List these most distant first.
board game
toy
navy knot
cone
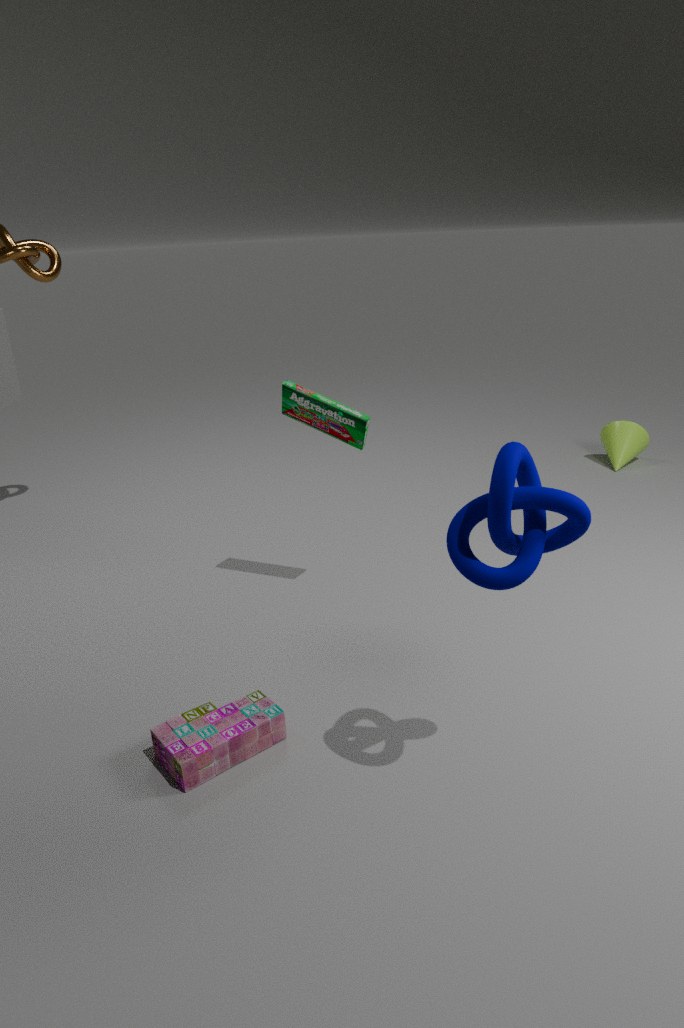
cone, board game, toy, navy knot
